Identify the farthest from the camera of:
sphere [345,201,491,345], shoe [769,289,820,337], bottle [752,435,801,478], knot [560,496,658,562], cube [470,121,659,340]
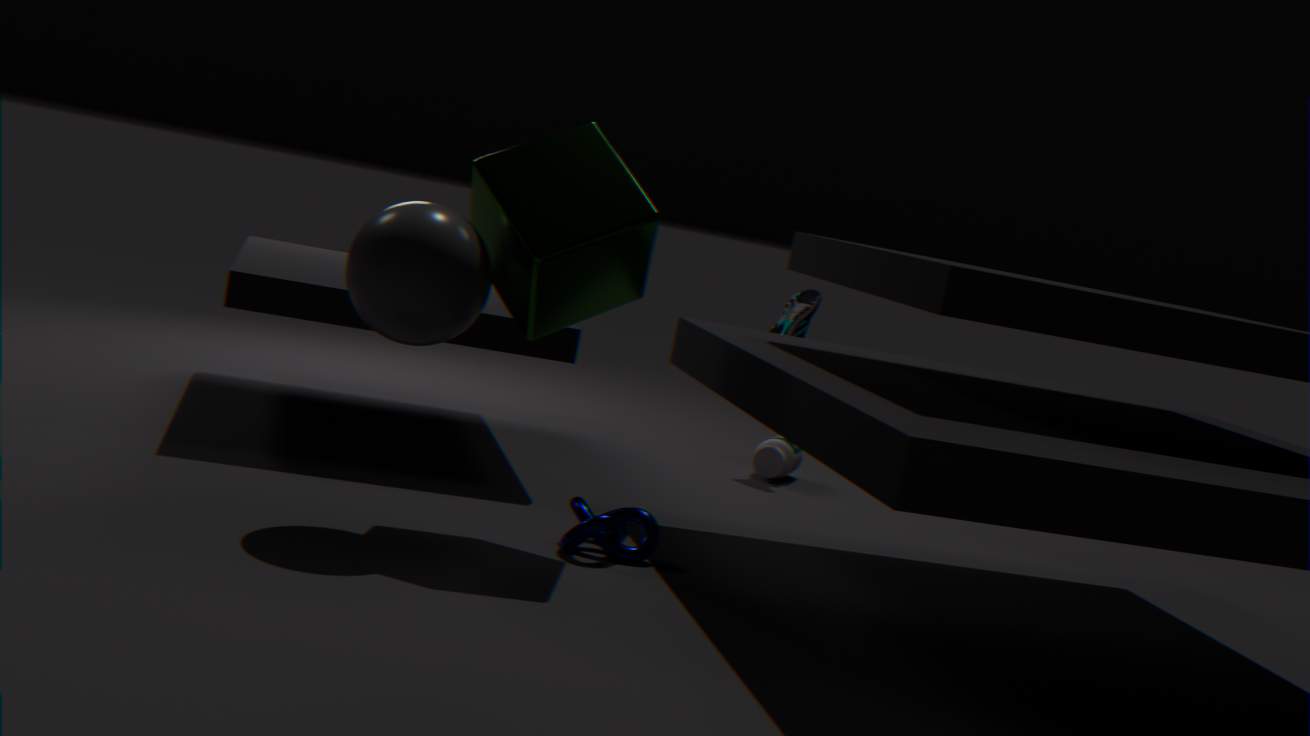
shoe [769,289,820,337]
